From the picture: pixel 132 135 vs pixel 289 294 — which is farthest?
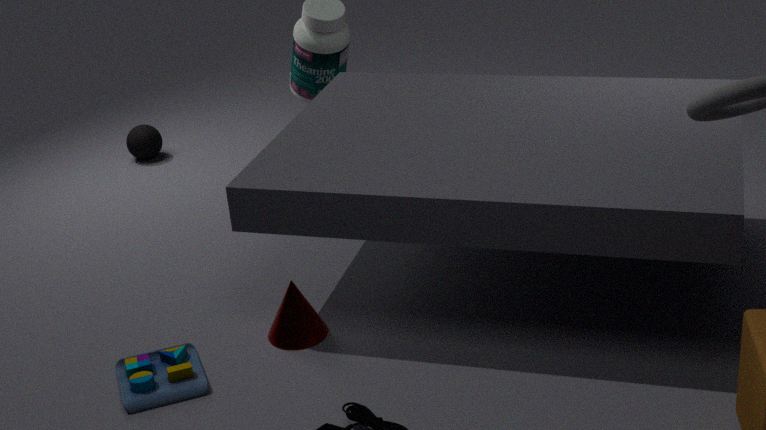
pixel 132 135
